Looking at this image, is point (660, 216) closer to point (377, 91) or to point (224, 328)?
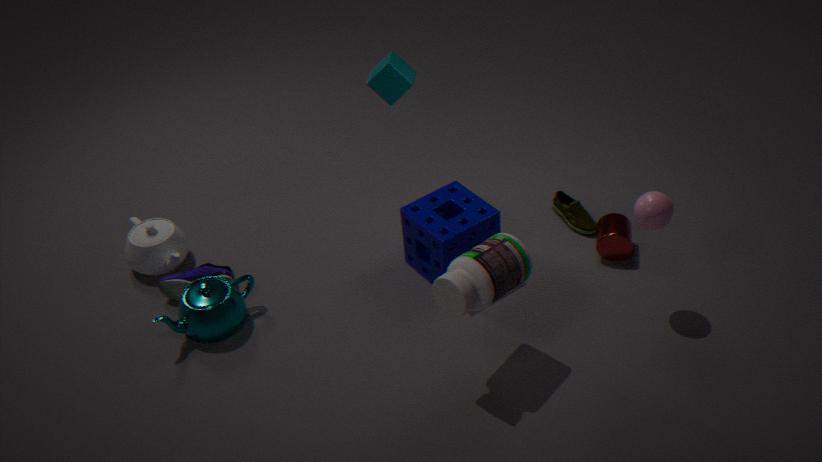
point (377, 91)
